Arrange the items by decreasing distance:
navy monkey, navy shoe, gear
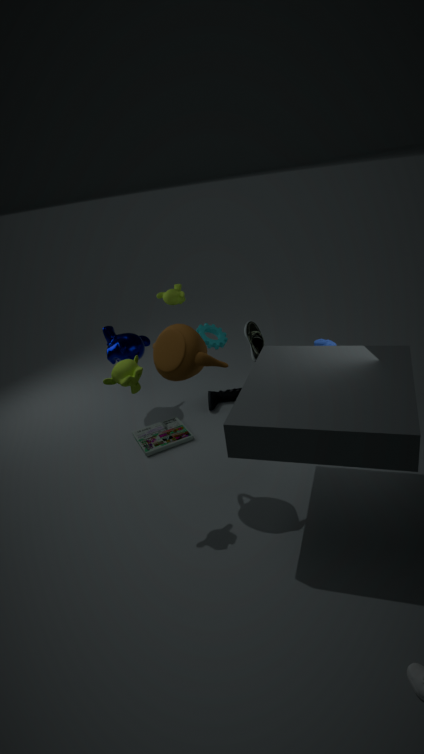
navy shoe
gear
navy monkey
